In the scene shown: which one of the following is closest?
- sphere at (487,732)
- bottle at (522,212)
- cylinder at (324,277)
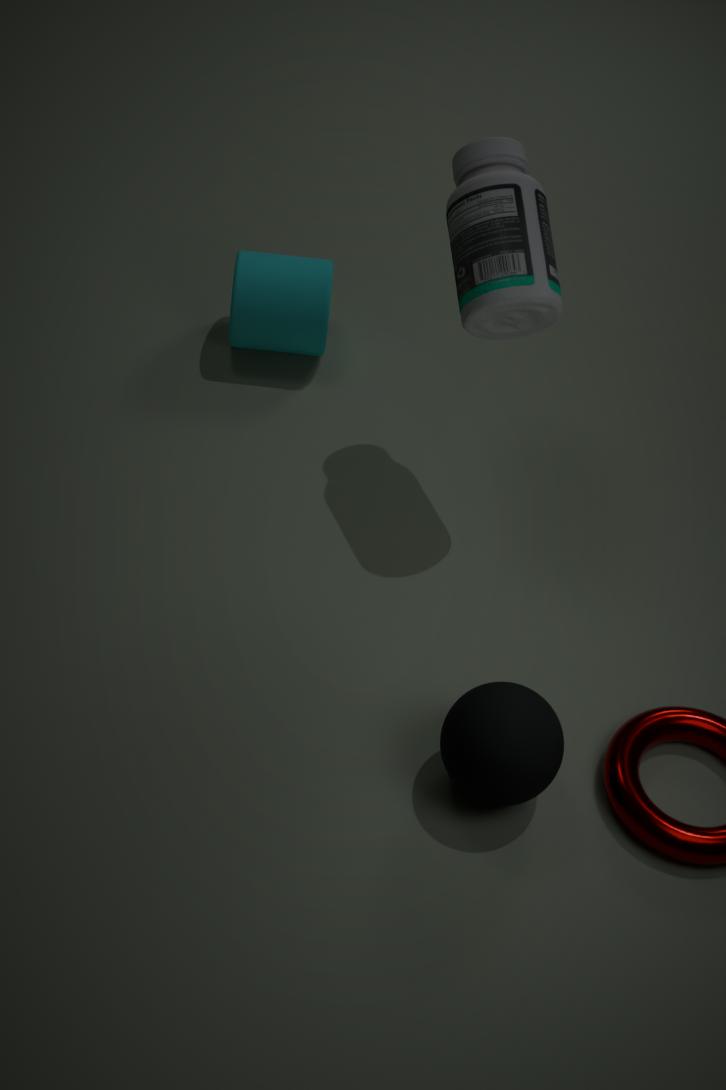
sphere at (487,732)
